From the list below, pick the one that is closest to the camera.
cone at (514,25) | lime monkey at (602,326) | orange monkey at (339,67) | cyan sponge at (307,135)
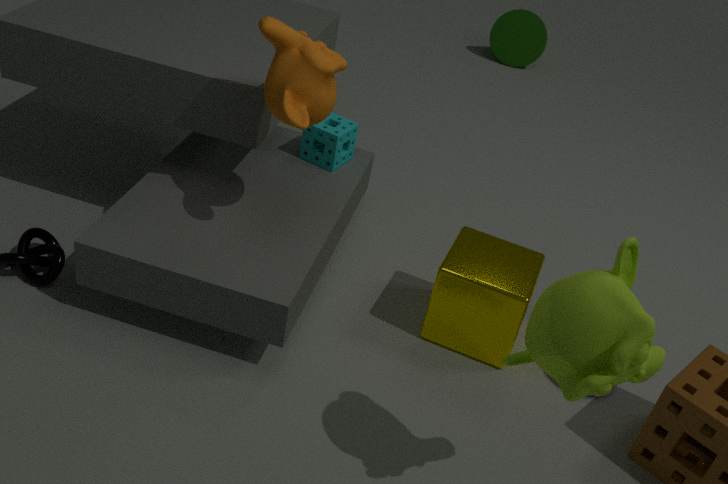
lime monkey at (602,326)
